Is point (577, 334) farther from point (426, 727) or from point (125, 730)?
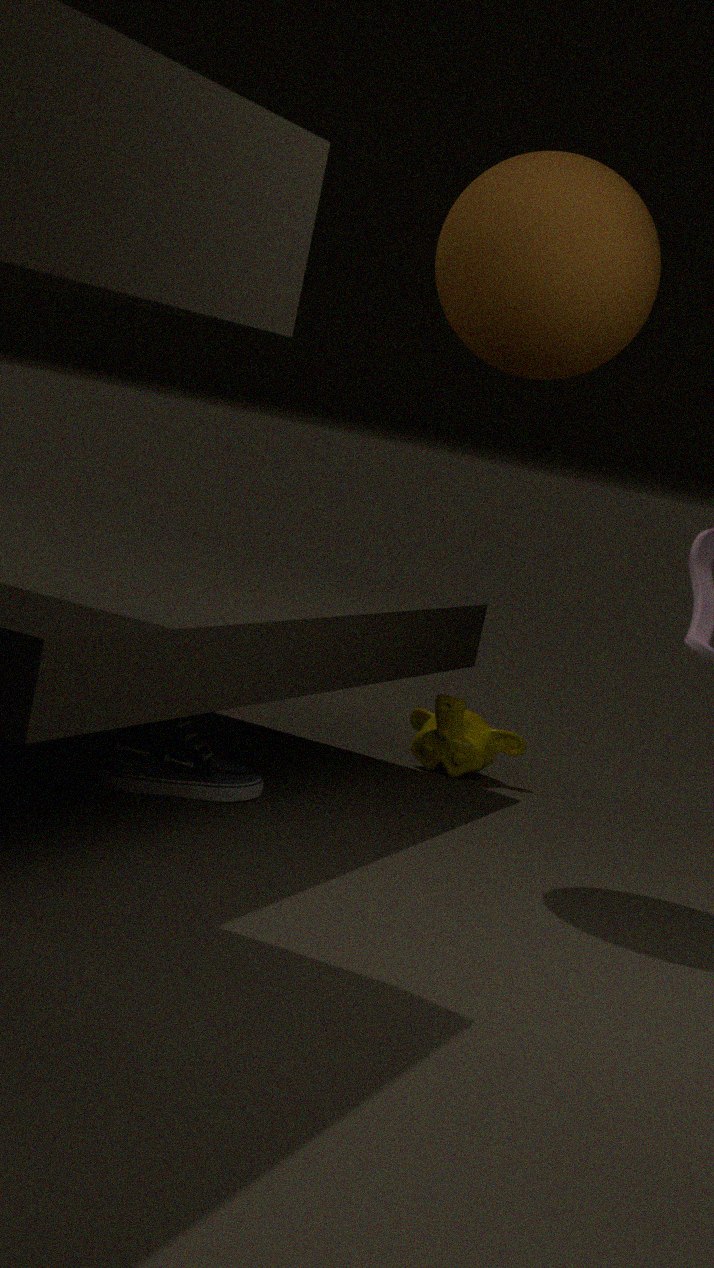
point (426, 727)
